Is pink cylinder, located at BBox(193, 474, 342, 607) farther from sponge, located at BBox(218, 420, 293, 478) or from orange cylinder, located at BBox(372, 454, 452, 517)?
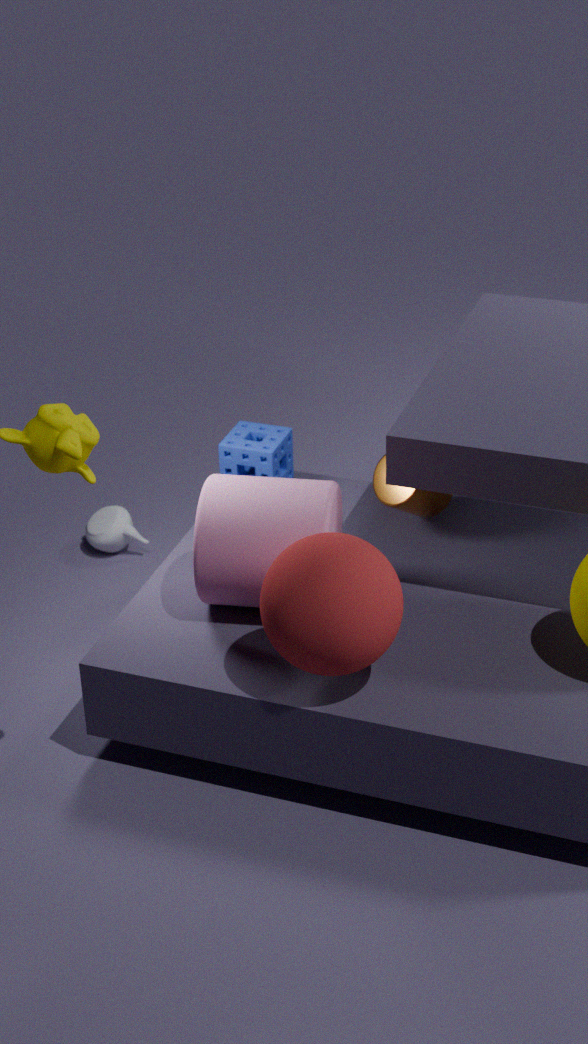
sponge, located at BBox(218, 420, 293, 478)
